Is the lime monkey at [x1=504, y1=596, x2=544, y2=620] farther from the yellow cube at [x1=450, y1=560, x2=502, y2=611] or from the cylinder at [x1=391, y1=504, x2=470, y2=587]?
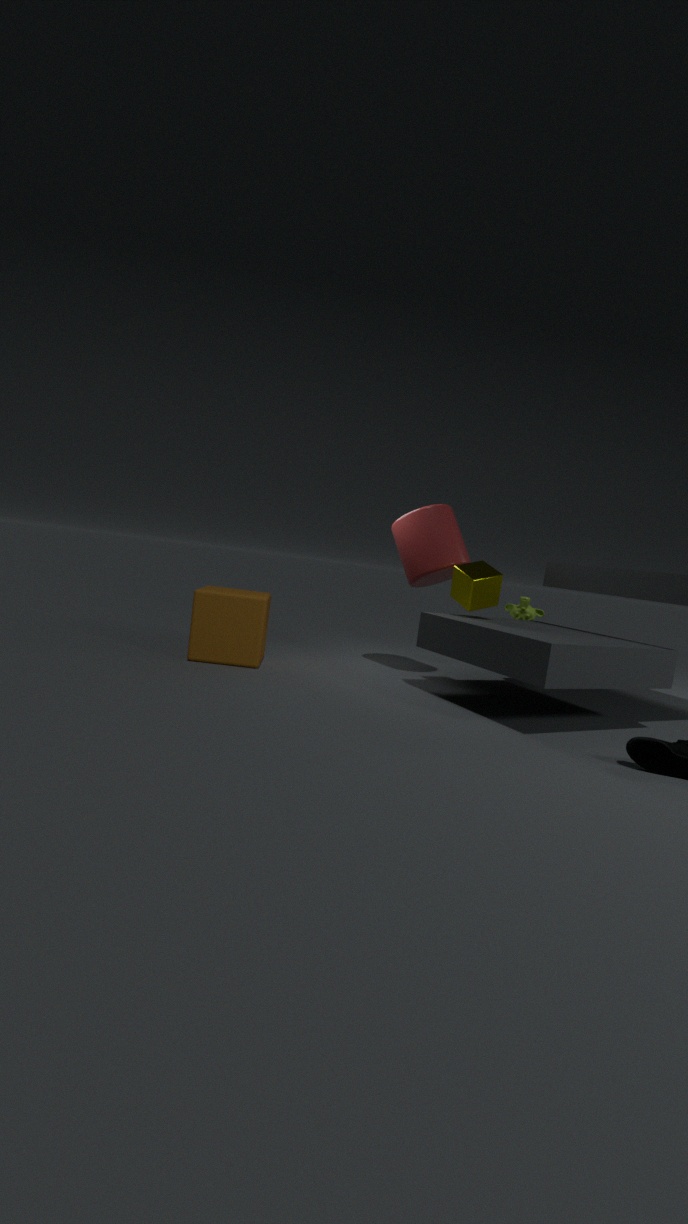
the yellow cube at [x1=450, y1=560, x2=502, y2=611]
